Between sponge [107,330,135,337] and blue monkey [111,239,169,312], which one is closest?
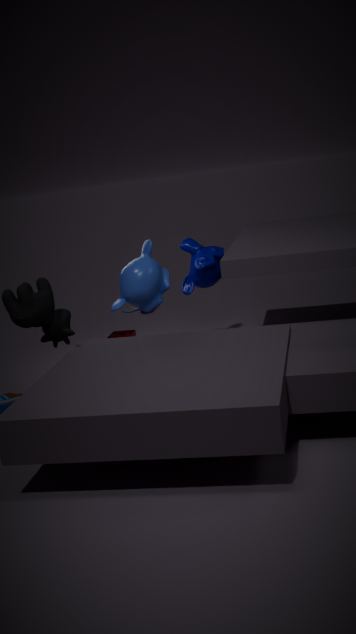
blue monkey [111,239,169,312]
